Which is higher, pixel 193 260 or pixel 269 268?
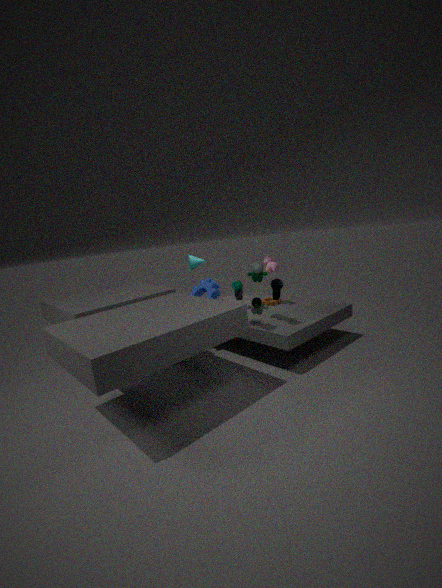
pixel 193 260
